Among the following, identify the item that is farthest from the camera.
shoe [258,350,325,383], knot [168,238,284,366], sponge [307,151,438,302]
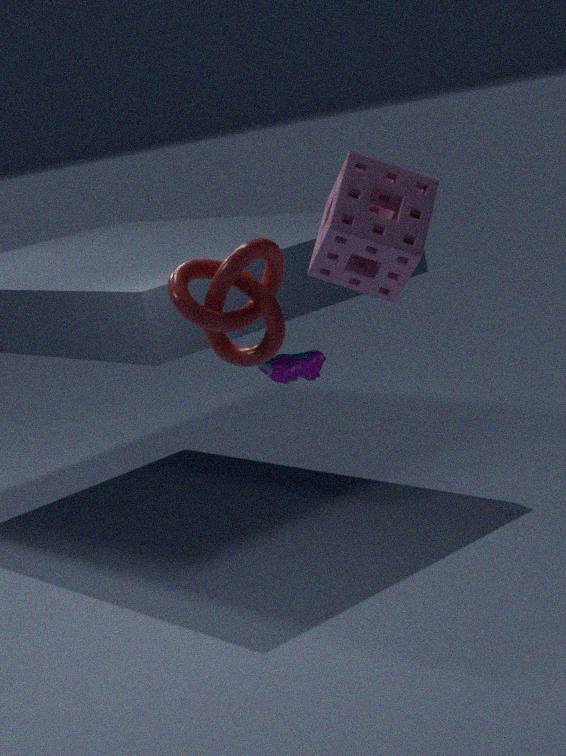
shoe [258,350,325,383]
